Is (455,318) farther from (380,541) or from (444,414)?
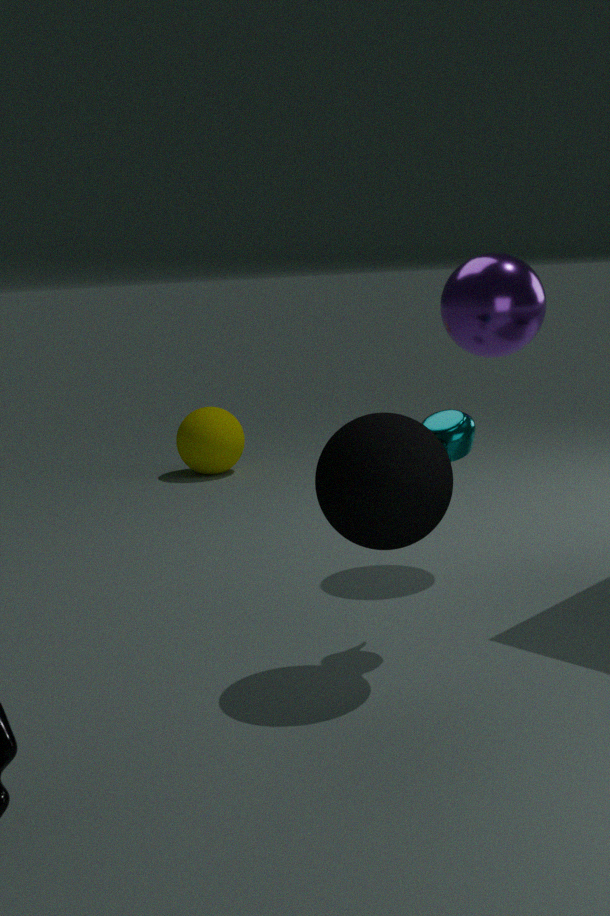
(380,541)
